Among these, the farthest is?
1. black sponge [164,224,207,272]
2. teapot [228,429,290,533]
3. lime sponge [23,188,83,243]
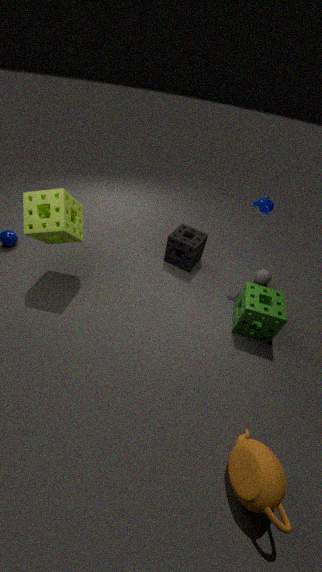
black sponge [164,224,207,272]
